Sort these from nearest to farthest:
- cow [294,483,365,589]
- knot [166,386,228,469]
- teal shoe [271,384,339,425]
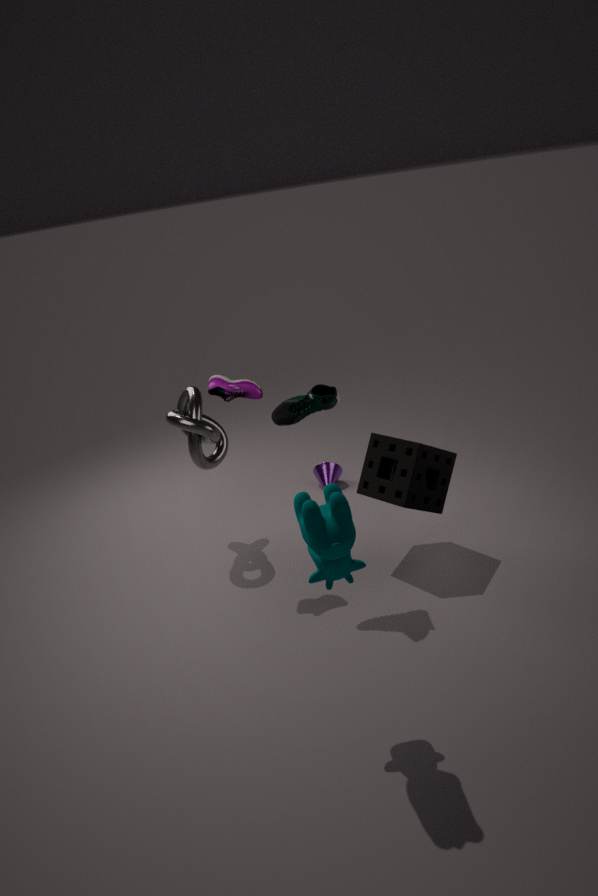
cow [294,483,365,589]
teal shoe [271,384,339,425]
knot [166,386,228,469]
